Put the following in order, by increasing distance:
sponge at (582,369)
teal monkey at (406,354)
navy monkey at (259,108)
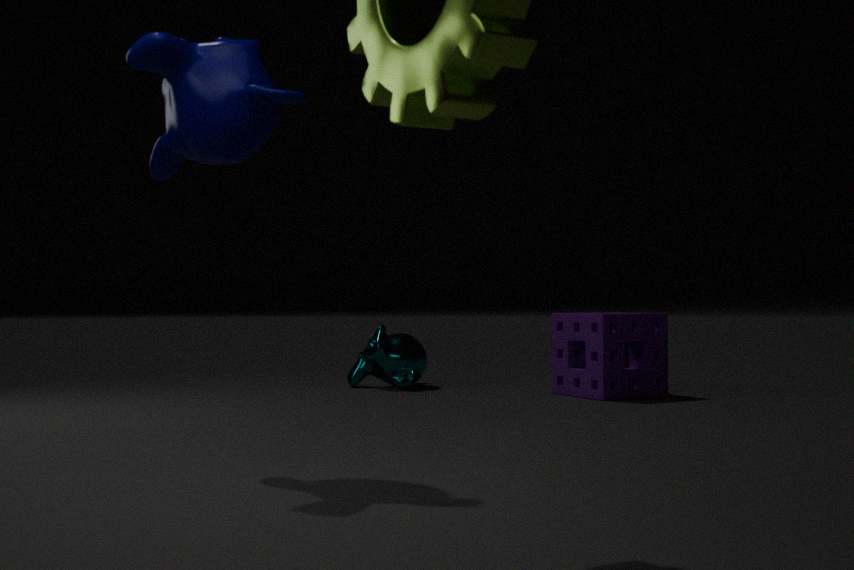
navy monkey at (259,108) → sponge at (582,369) → teal monkey at (406,354)
